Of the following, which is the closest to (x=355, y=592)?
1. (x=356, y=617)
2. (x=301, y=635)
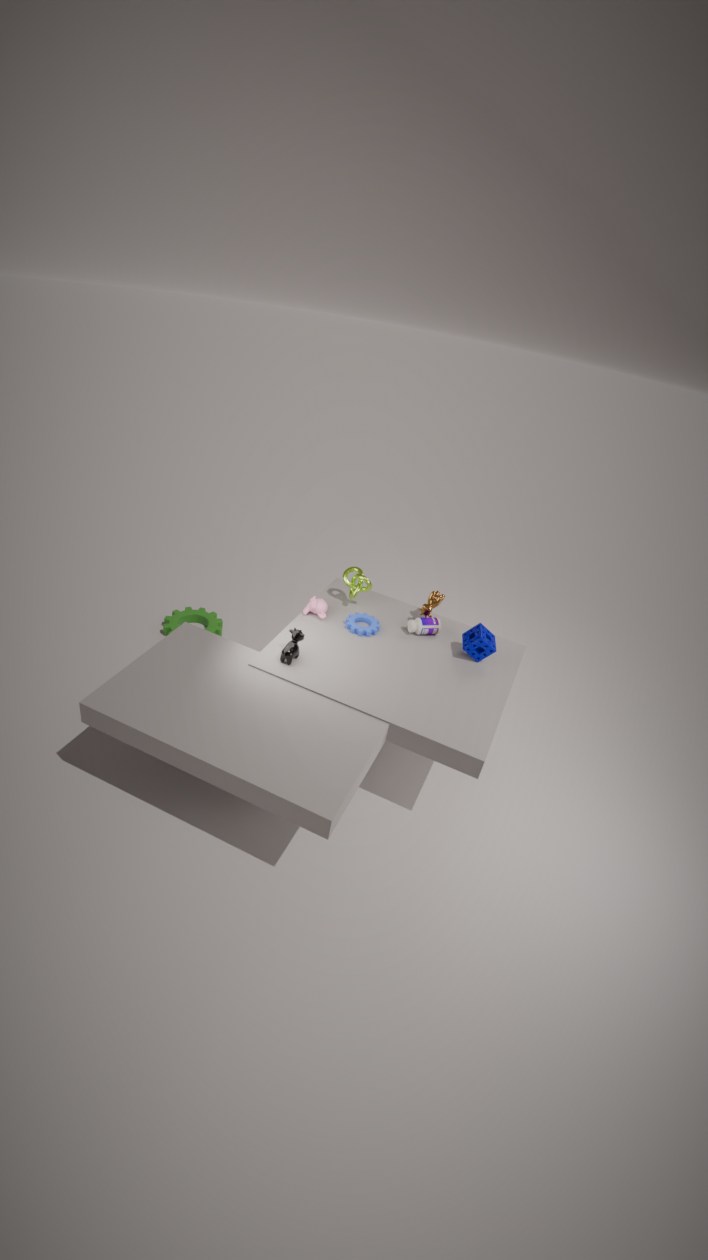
(x=356, y=617)
